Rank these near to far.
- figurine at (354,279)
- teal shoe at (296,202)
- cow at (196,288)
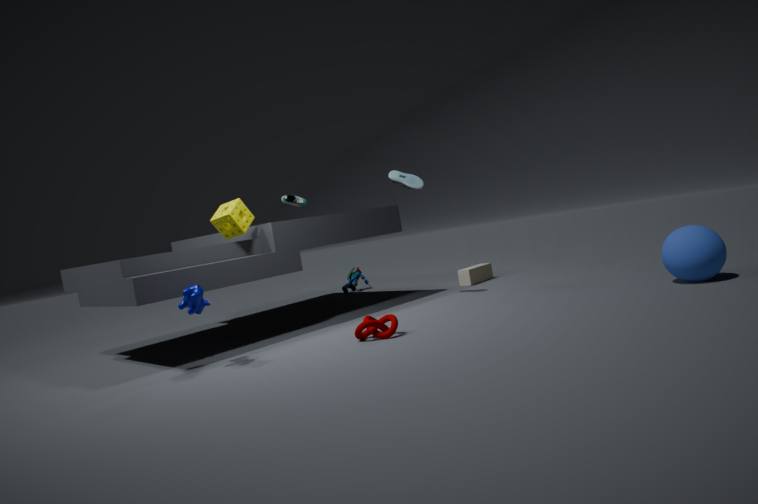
cow at (196,288) → teal shoe at (296,202) → figurine at (354,279)
